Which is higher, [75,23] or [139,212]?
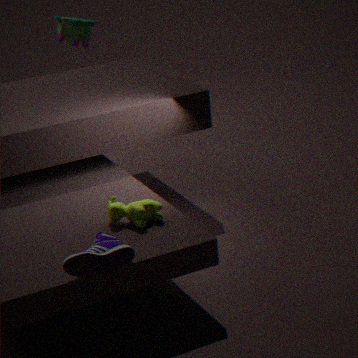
[75,23]
